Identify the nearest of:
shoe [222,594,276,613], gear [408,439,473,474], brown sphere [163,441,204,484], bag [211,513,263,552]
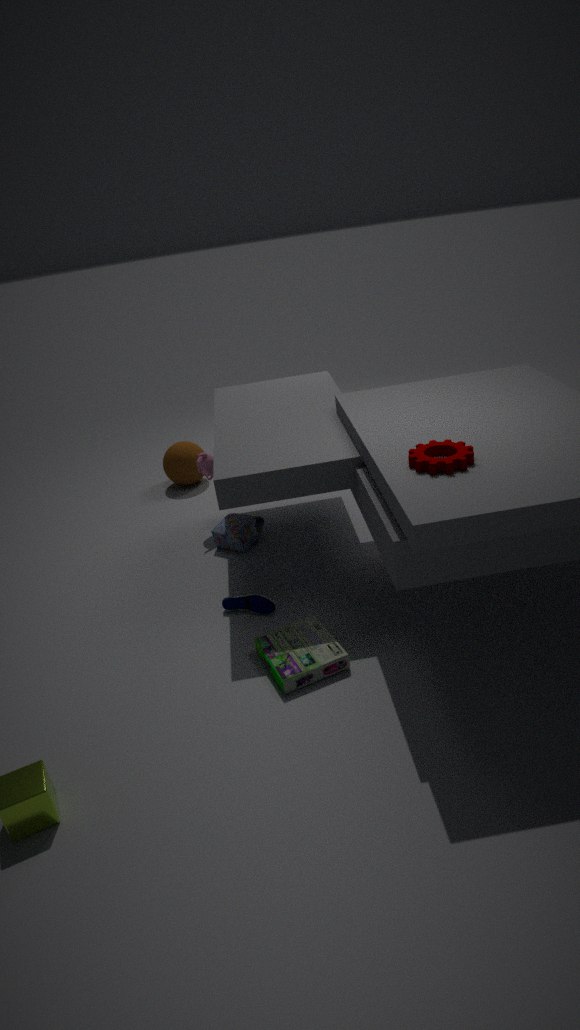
gear [408,439,473,474]
